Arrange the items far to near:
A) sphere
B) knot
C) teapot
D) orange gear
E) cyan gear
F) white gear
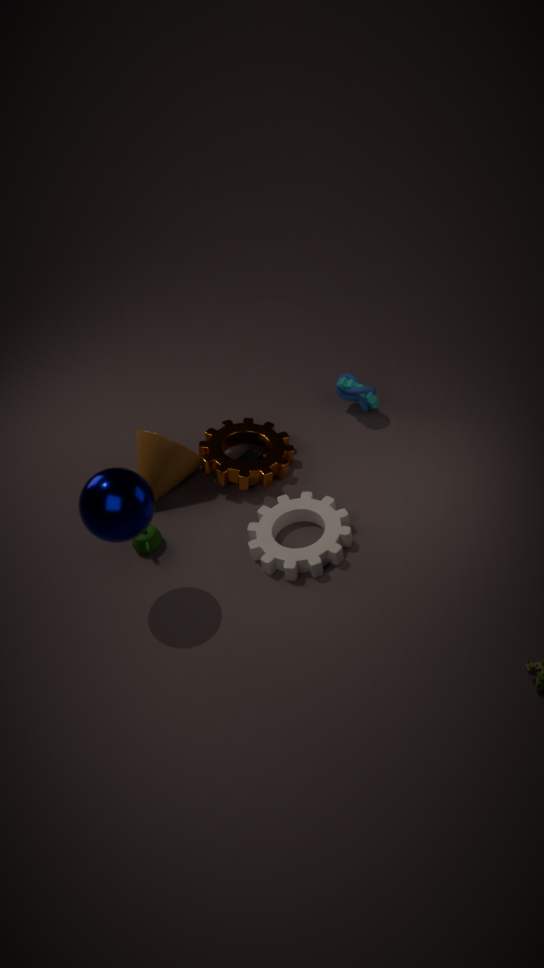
cyan gear < knot < orange gear < teapot < white gear < sphere
